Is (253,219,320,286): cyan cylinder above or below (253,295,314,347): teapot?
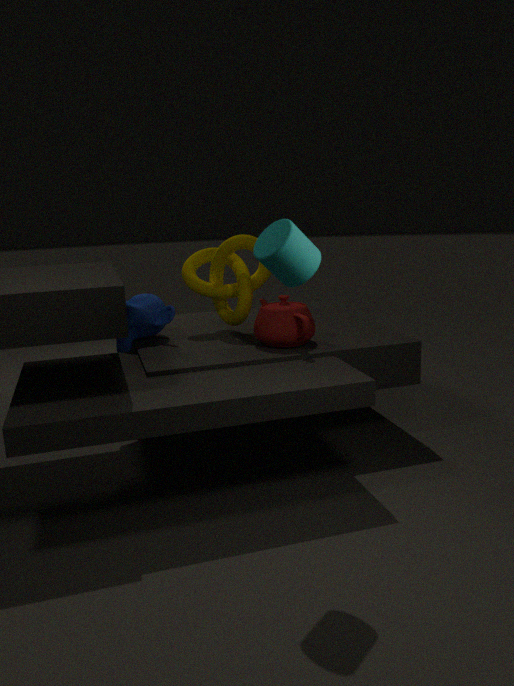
above
